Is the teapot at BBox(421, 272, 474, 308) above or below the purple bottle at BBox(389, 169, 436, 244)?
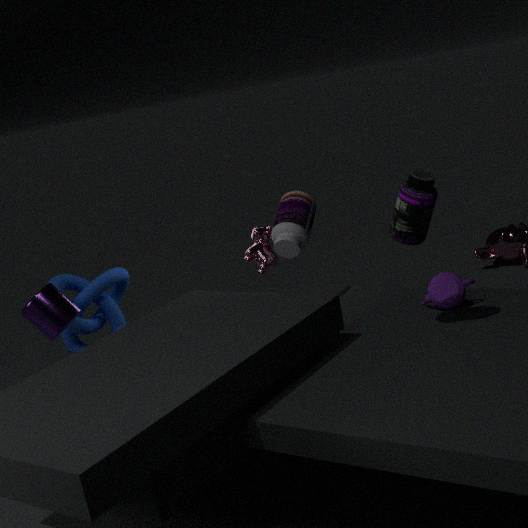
below
